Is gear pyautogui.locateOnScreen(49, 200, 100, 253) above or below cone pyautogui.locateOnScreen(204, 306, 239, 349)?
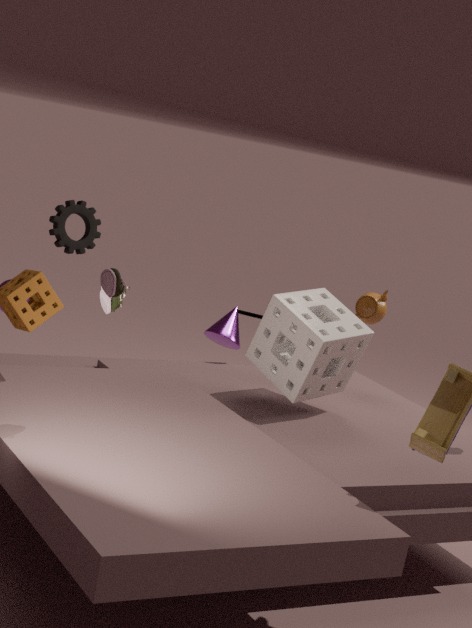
above
